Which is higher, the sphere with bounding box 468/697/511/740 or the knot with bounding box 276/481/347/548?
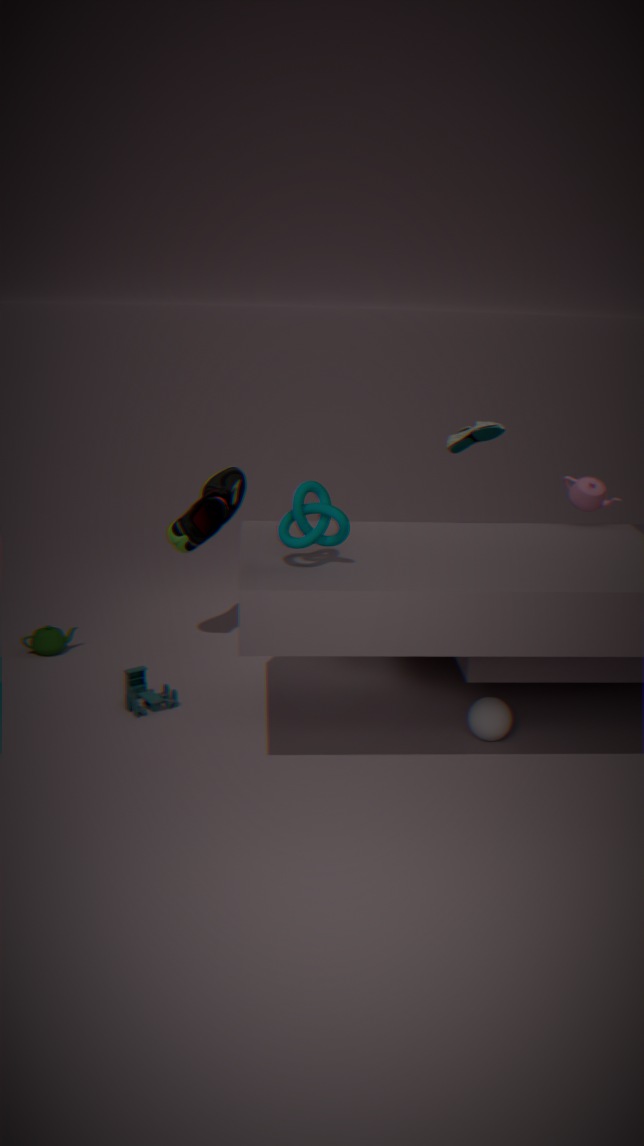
the knot with bounding box 276/481/347/548
